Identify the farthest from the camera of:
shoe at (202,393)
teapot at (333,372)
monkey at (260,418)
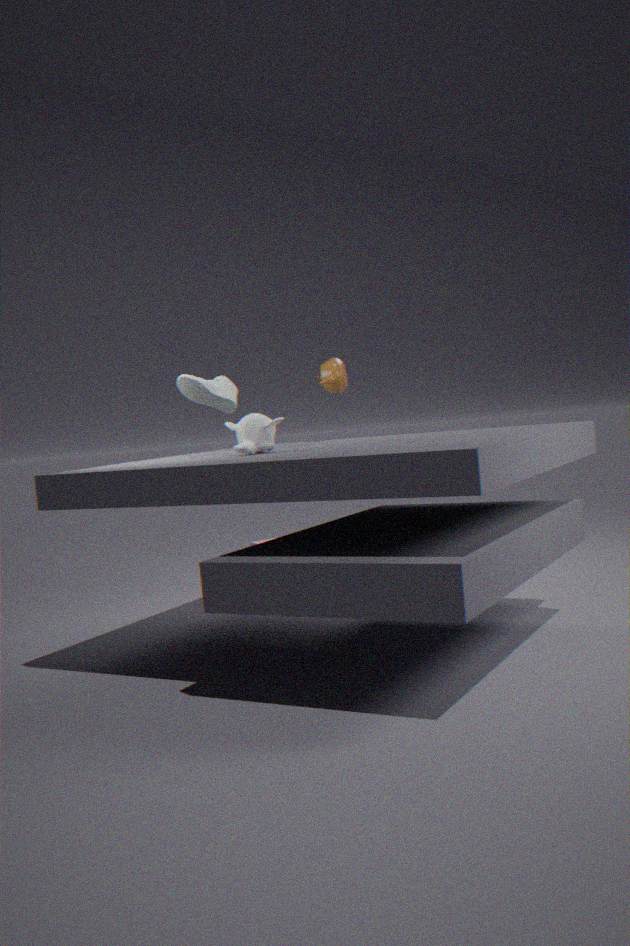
teapot at (333,372)
